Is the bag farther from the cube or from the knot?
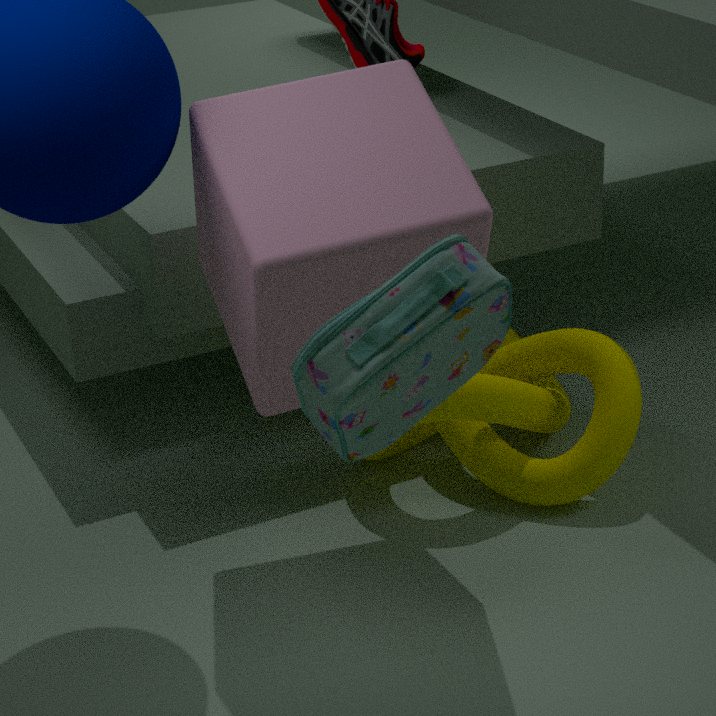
the knot
